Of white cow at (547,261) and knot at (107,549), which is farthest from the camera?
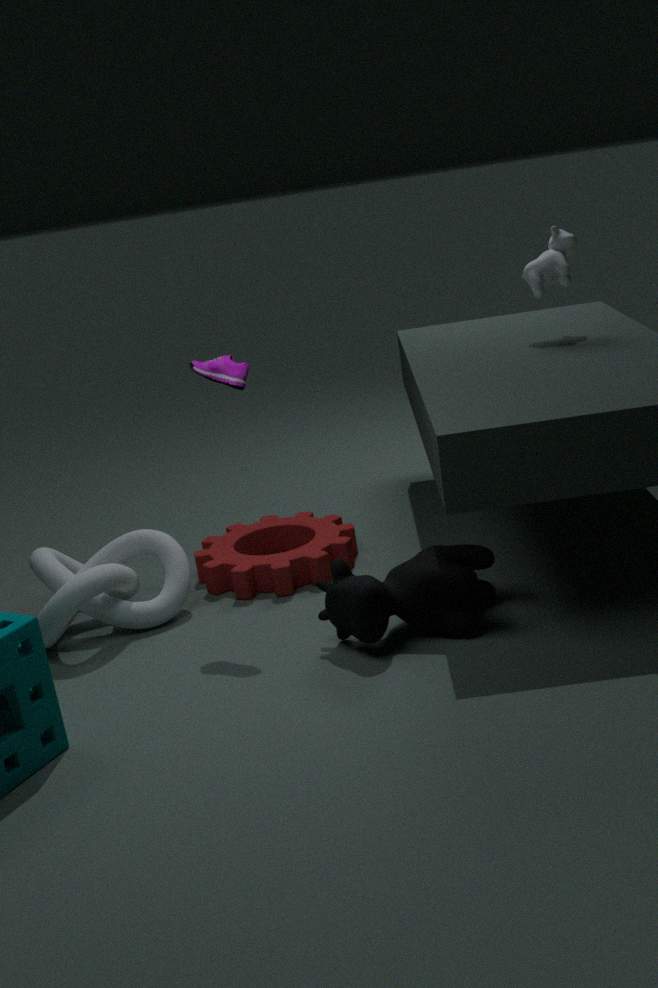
white cow at (547,261)
